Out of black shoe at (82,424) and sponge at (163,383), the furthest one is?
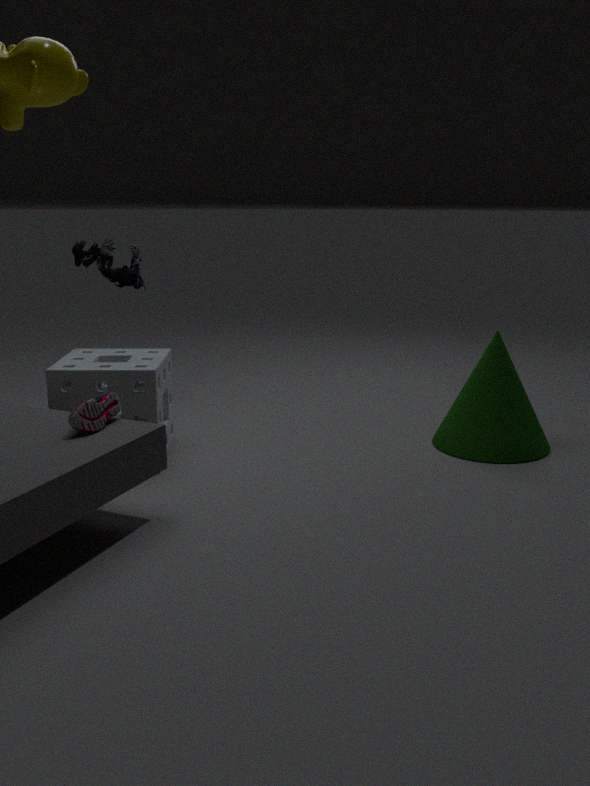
sponge at (163,383)
